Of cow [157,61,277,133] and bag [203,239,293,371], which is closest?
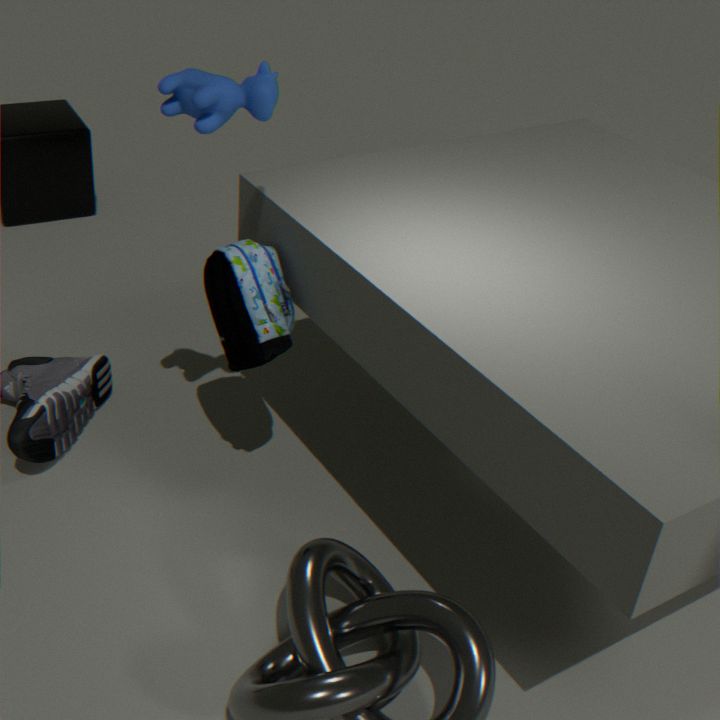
cow [157,61,277,133]
